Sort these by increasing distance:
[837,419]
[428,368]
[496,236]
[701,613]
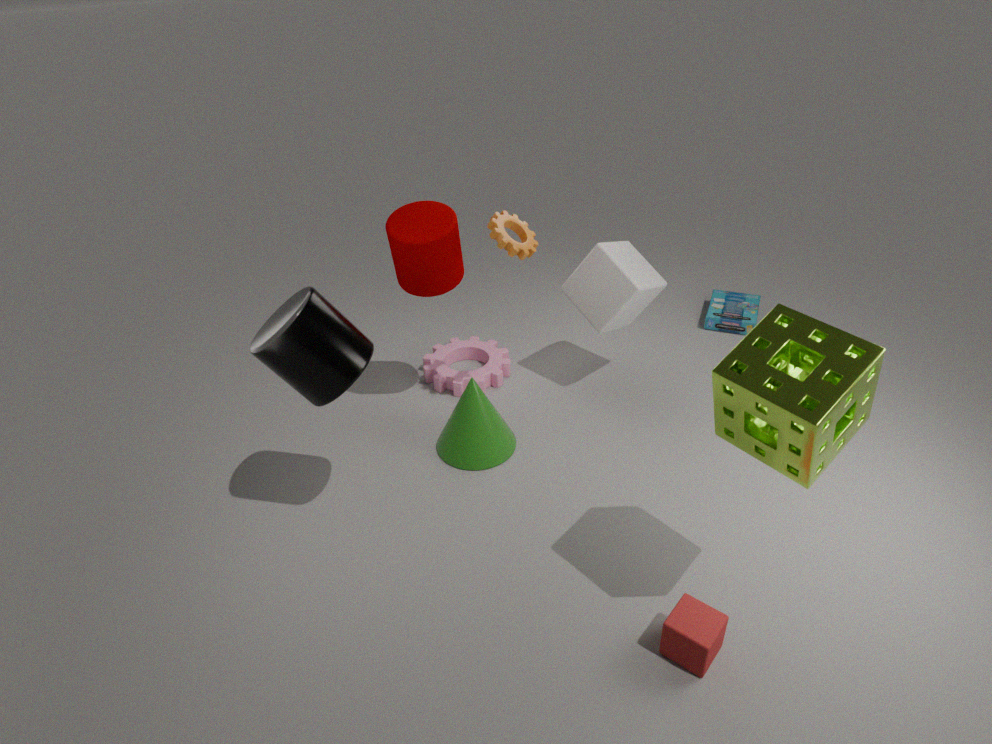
[837,419]
[701,613]
[496,236]
[428,368]
